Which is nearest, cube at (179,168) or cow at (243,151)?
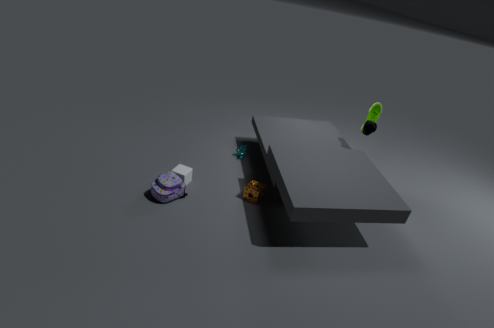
cube at (179,168)
